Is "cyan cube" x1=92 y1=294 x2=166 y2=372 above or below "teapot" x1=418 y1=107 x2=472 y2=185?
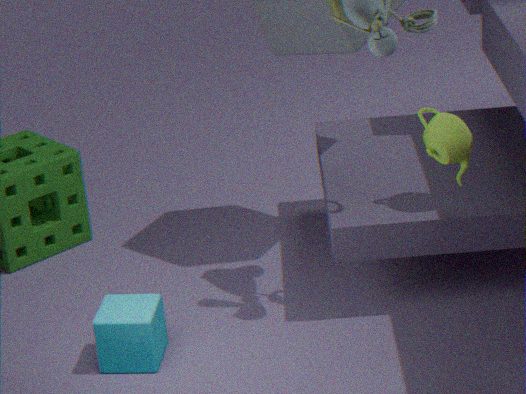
below
